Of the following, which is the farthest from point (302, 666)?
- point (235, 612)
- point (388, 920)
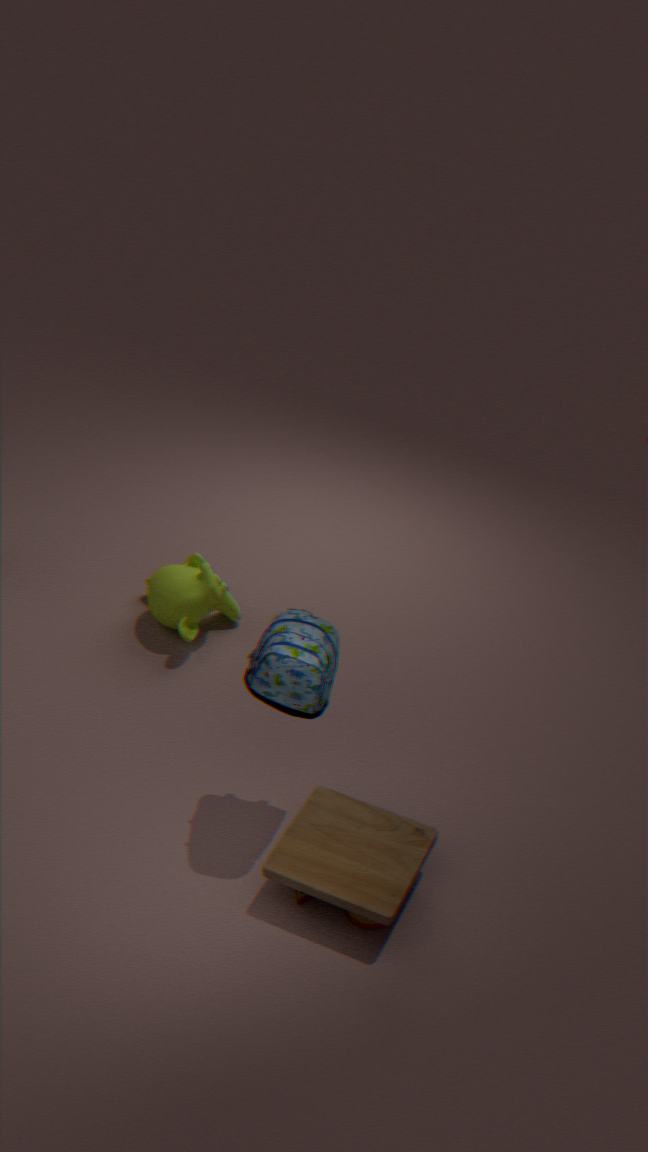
Answer: point (235, 612)
